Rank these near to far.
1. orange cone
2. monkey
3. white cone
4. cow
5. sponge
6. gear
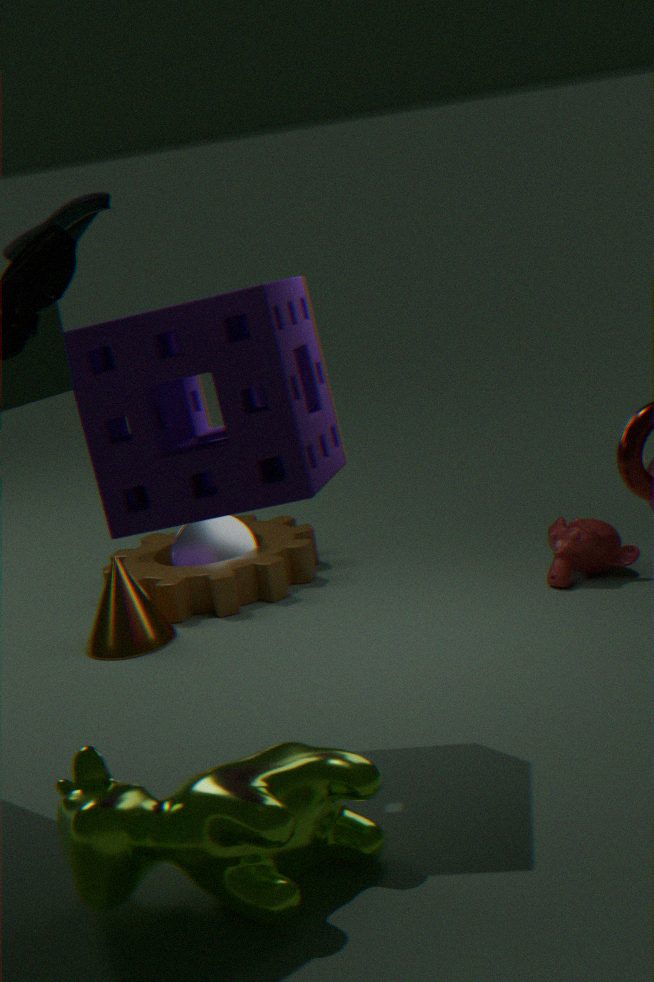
cow < sponge < monkey < orange cone < gear < white cone
